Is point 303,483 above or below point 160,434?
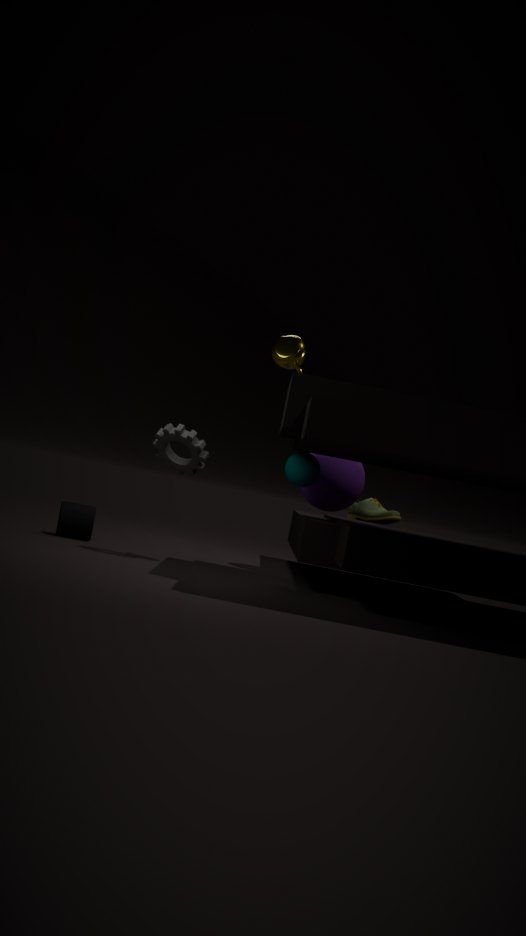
above
